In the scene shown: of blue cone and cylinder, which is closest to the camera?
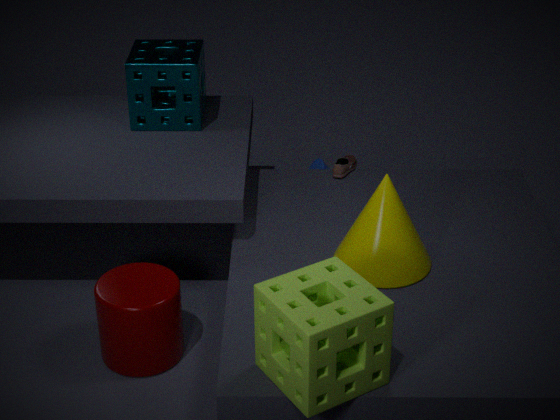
cylinder
